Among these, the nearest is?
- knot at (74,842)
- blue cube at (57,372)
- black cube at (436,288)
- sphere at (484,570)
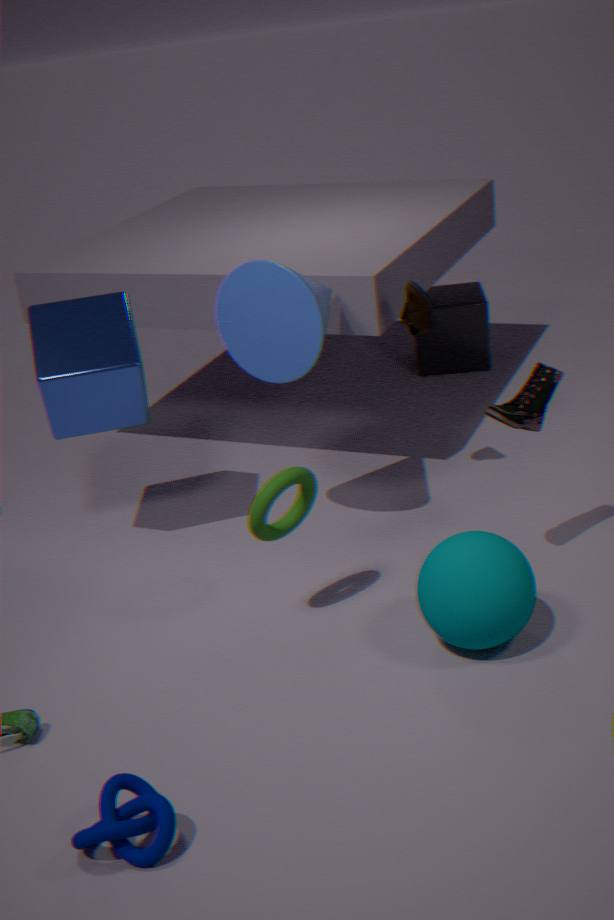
knot at (74,842)
